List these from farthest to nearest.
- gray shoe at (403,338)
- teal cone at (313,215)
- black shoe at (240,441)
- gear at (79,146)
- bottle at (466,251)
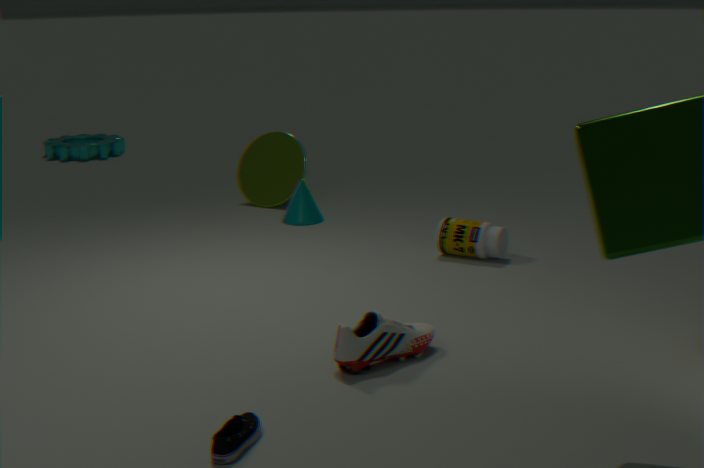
gear at (79,146) → teal cone at (313,215) → bottle at (466,251) → gray shoe at (403,338) → black shoe at (240,441)
